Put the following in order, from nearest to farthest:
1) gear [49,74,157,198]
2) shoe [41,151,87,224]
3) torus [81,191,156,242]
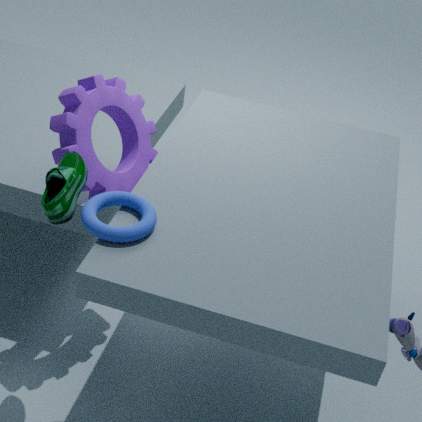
1. 3. torus [81,191,156,242]
2. 2. shoe [41,151,87,224]
3. 1. gear [49,74,157,198]
